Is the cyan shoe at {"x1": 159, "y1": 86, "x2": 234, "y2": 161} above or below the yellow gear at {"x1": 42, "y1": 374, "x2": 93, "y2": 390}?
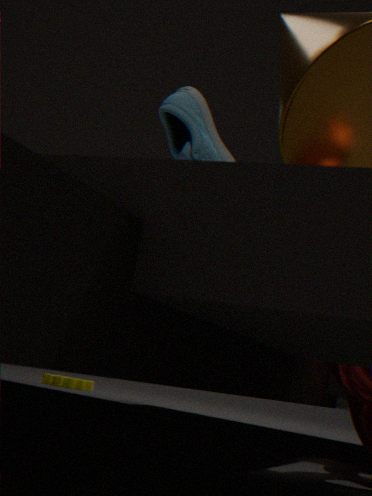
above
